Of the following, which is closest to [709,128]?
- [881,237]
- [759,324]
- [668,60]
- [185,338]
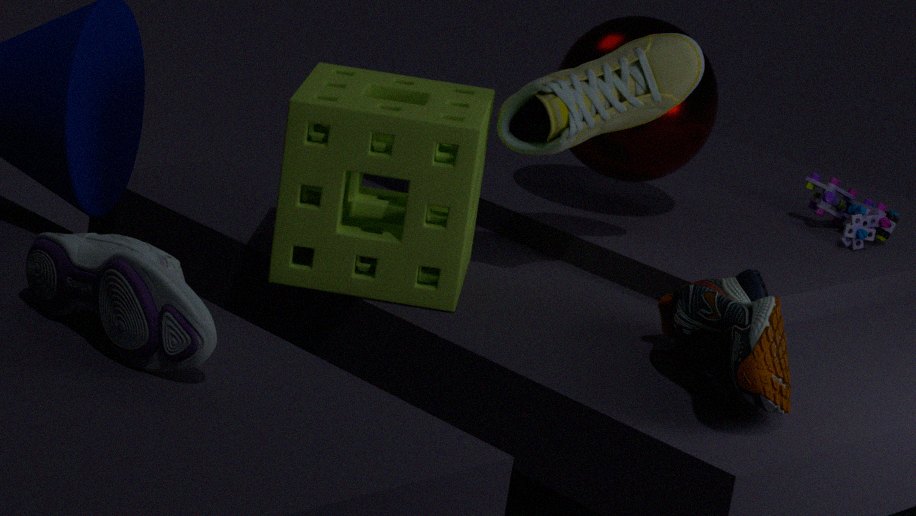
[668,60]
